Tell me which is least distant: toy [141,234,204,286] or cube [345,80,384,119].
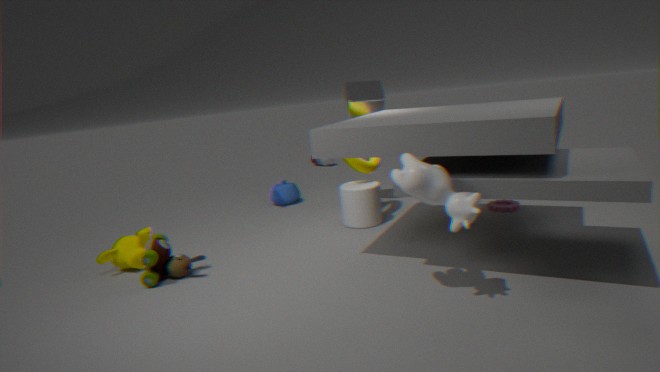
toy [141,234,204,286]
